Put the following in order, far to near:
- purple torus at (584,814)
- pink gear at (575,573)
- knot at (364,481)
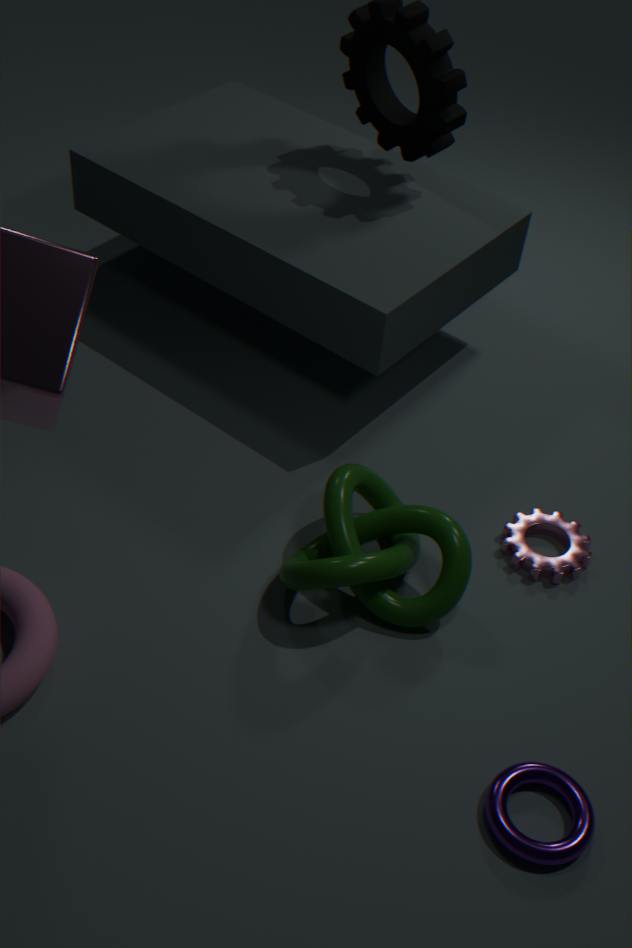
pink gear at (575,573)
knot at (364,481)
purple torus at (584,814)
